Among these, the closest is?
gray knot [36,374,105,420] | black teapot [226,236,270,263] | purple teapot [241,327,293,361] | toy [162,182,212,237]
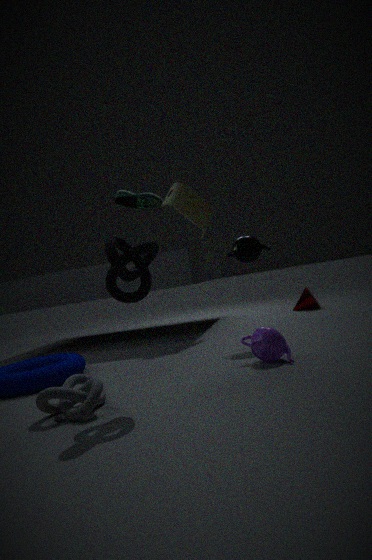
gray knot [36,374,105,420]
